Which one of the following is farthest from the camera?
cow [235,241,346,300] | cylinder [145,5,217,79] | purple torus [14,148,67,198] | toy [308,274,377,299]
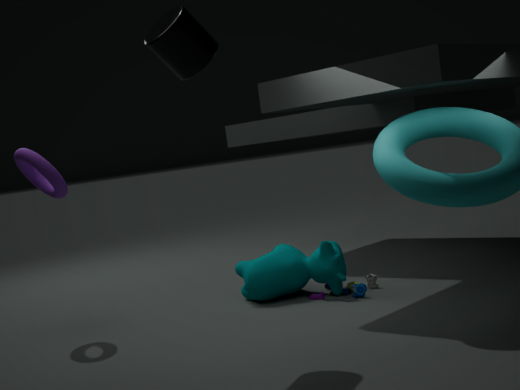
cow [235,241,346,300]
